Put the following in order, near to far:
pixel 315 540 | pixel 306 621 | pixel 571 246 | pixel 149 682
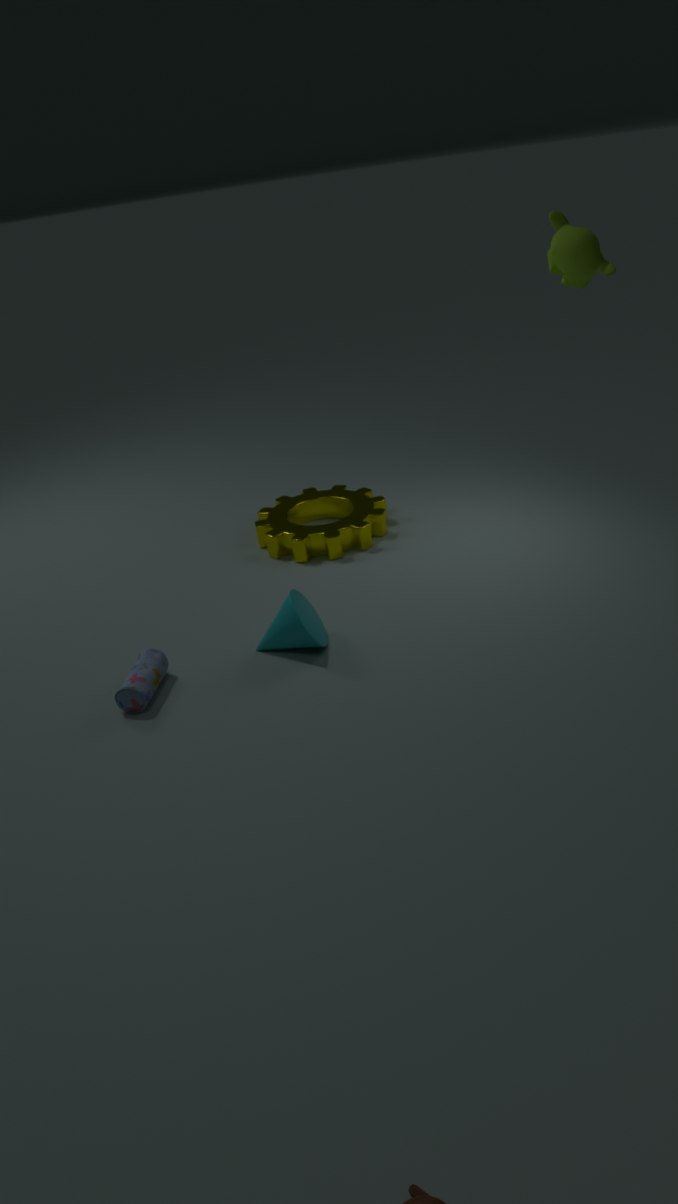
pixel 571 246
pixel 149 682
pixel 306 621
pixel 315 540
